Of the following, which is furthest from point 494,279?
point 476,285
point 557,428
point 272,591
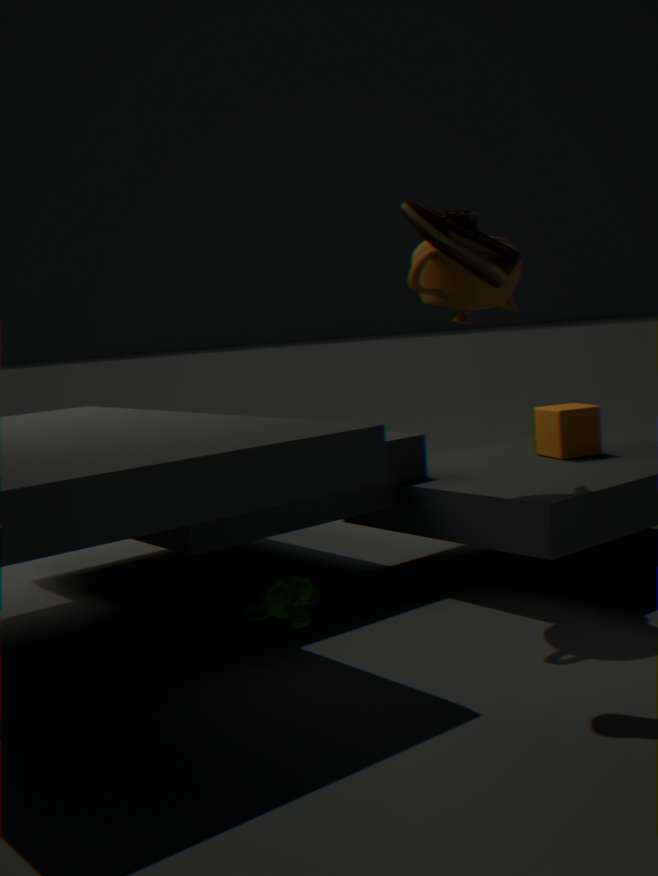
point 557,428
